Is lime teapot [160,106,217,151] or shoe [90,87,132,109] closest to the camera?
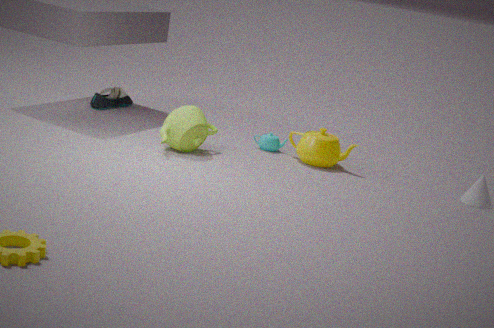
lime teapot [160,106,217,151]
